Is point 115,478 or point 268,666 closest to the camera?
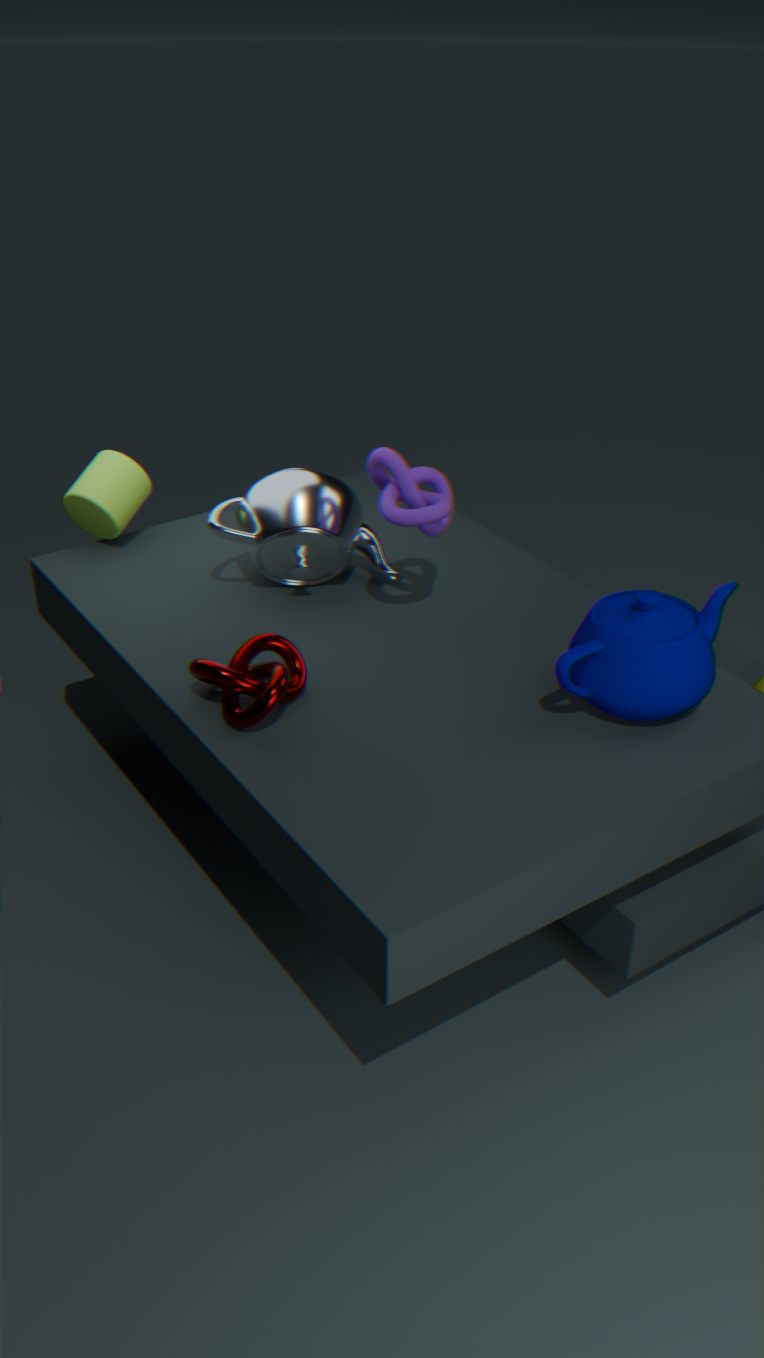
point 268,666
